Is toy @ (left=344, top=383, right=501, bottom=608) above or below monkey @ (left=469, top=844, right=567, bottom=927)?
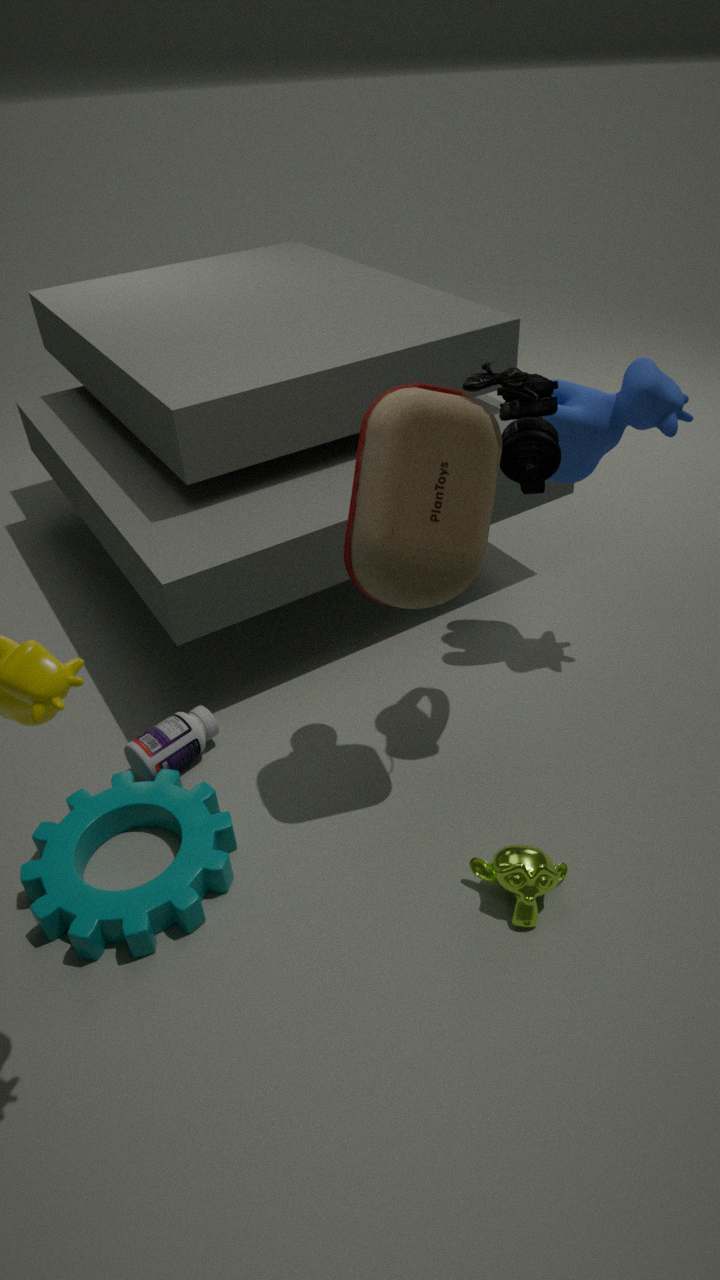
Answer: above
